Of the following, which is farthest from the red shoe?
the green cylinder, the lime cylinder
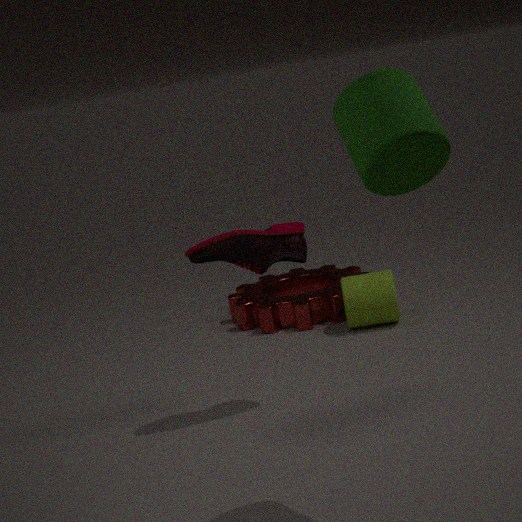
the green cylinder
